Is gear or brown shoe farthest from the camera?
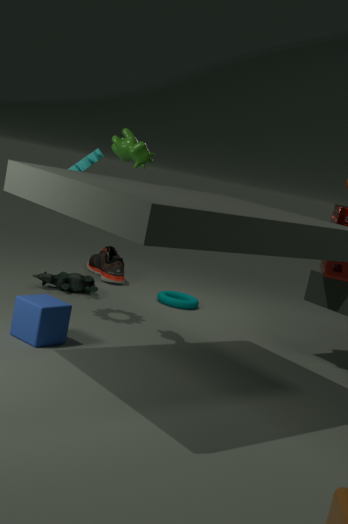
brown shoe
